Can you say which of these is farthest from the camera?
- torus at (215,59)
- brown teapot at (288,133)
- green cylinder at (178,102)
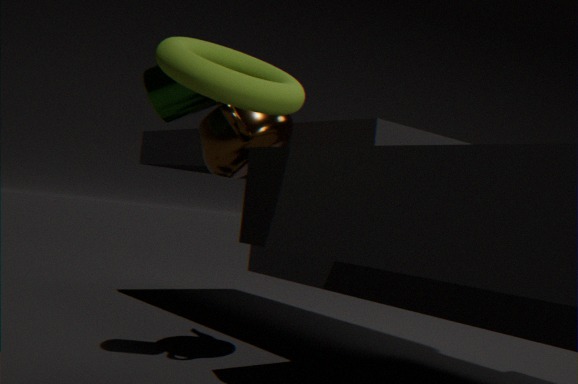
brown teapot at (288,133)
